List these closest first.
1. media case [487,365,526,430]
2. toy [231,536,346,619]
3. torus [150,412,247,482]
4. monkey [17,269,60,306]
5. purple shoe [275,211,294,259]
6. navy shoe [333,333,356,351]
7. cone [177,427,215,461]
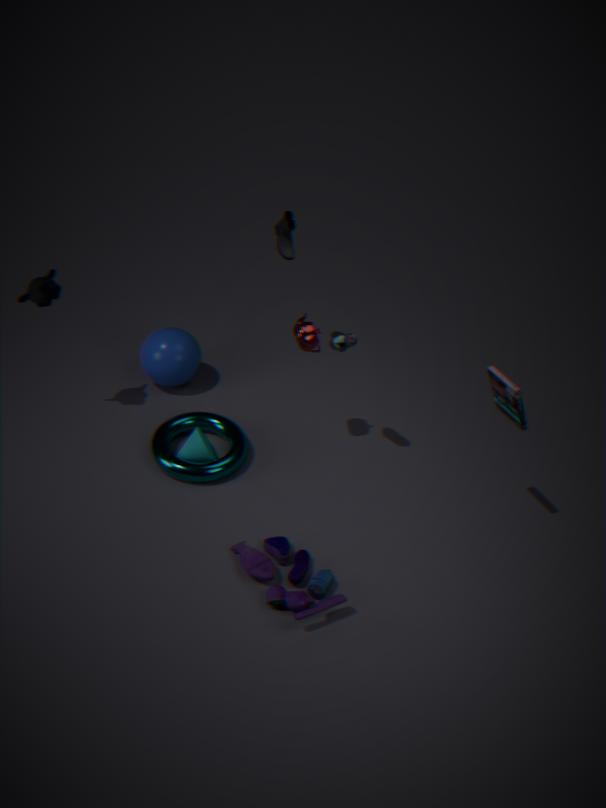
toy [231,536,346,619], media case [487,365,526,430], navy shoe [333,333,356,351], monkey [17,269,60,306], torus [150,412,247,482], cone [177,427,215,461], purple shoe [275,211,294,259]
